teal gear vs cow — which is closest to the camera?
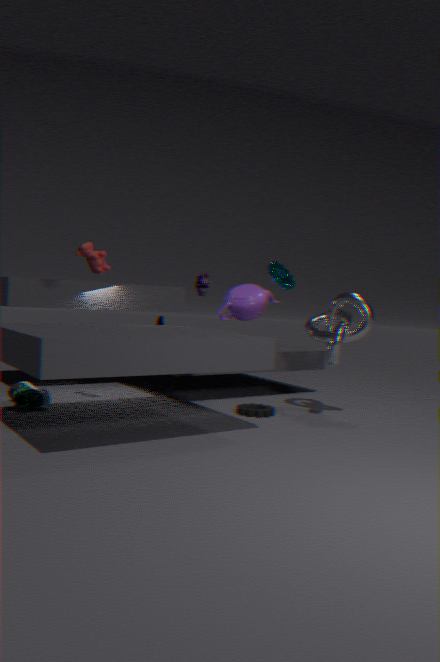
cow
